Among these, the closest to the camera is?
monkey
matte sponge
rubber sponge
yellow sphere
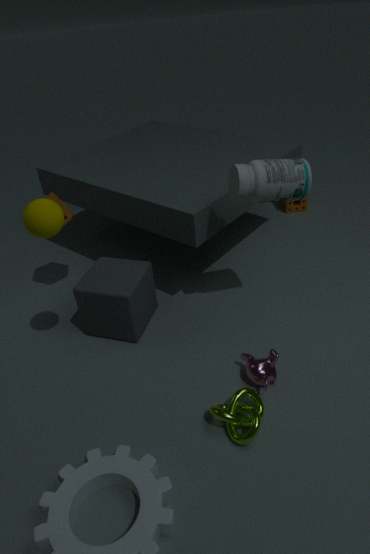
yellow sphere
